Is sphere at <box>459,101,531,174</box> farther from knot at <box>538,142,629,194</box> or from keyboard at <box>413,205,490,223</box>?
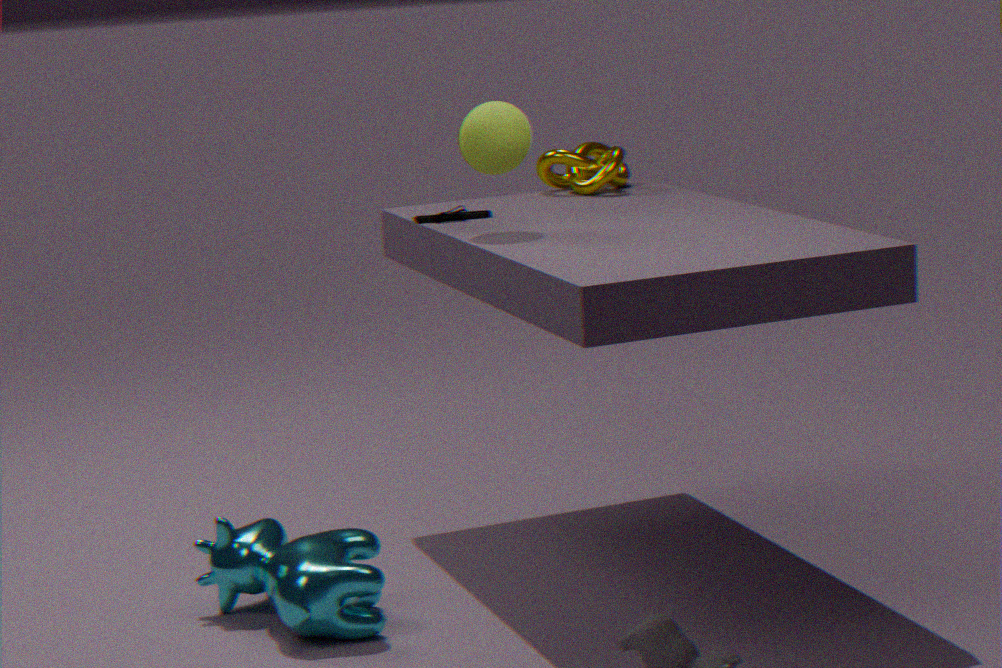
knot at <box>538,142,629,194</box>
